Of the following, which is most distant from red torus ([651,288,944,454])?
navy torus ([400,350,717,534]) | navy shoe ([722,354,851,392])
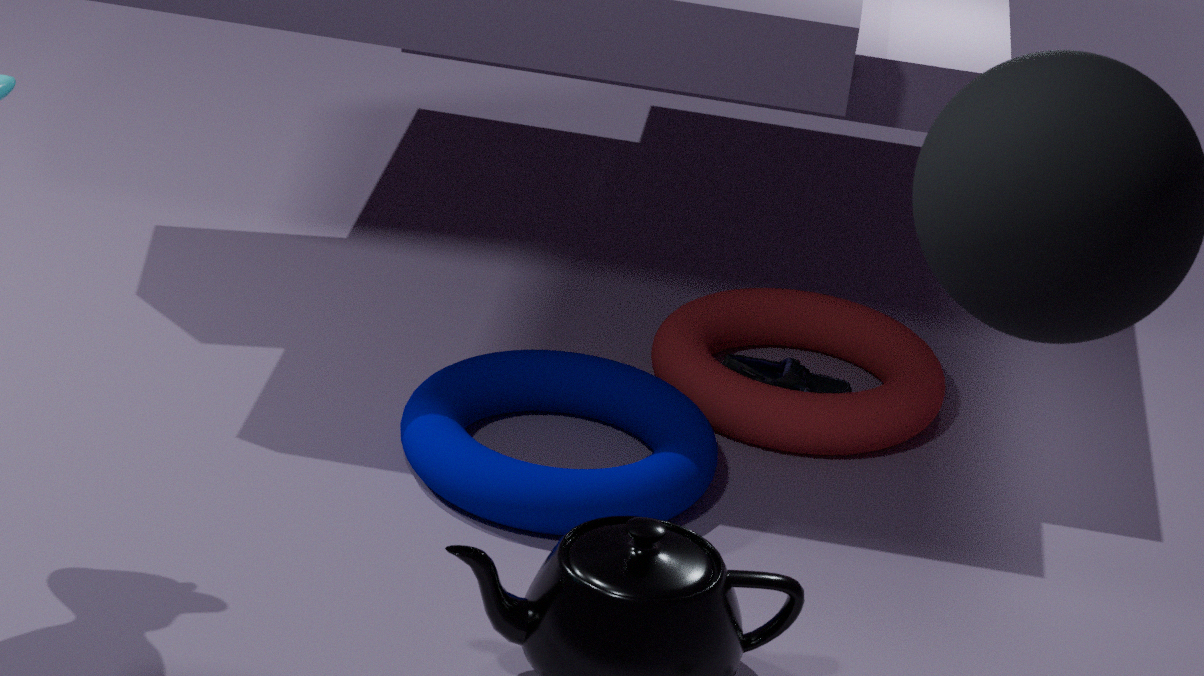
navy torus ([400,350,717,534])
